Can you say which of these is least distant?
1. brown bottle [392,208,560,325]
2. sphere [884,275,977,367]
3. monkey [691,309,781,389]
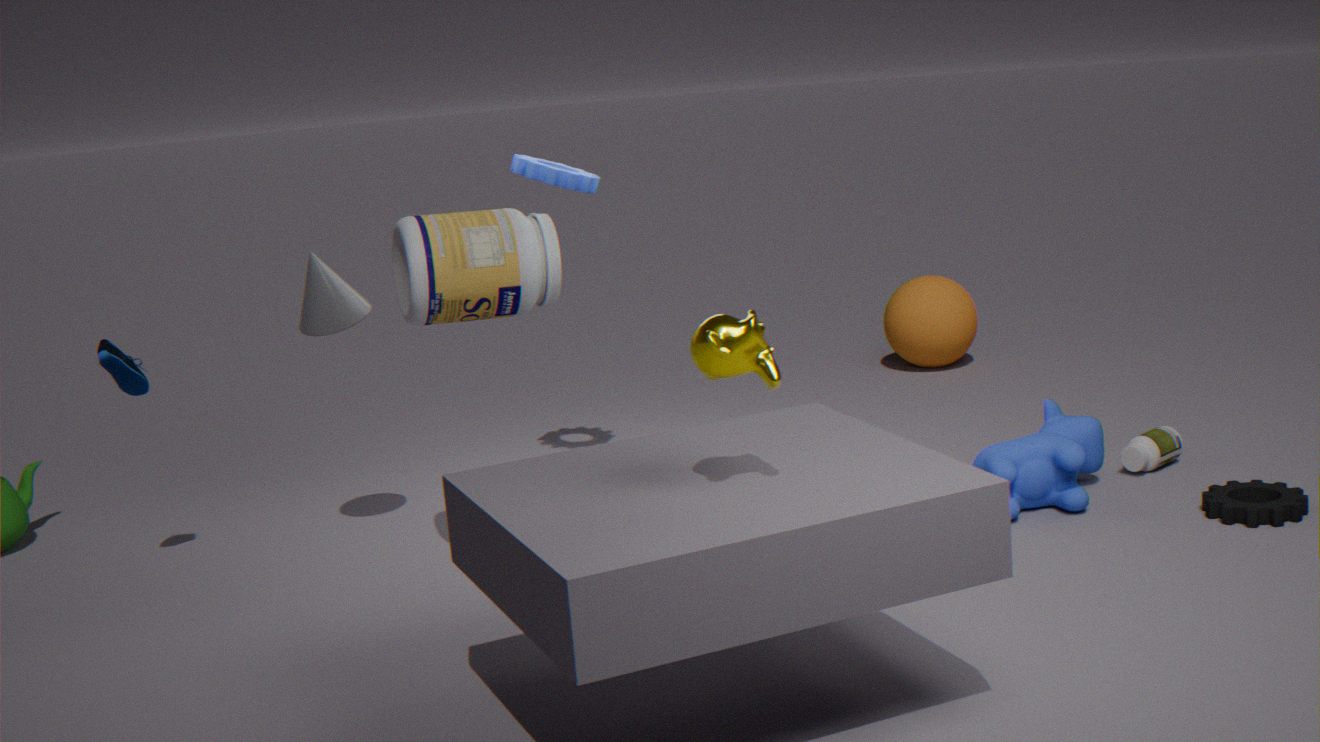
monkey [691,309,781,389]
